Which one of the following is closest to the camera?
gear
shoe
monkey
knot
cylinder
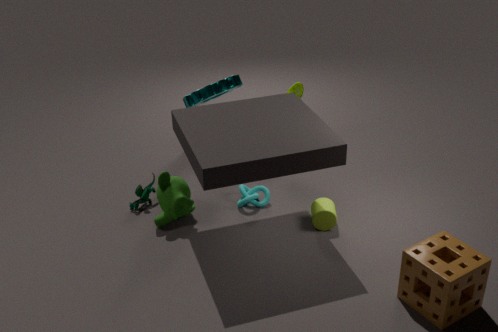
cylinder
